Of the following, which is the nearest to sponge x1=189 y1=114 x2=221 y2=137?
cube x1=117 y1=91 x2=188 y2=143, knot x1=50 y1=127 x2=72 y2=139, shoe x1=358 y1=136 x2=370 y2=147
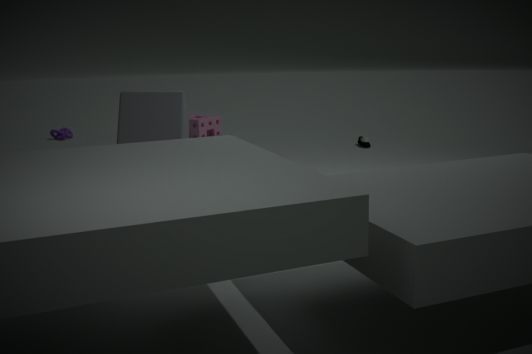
shoe x1=358 y1=136 x2=370 y2=147
